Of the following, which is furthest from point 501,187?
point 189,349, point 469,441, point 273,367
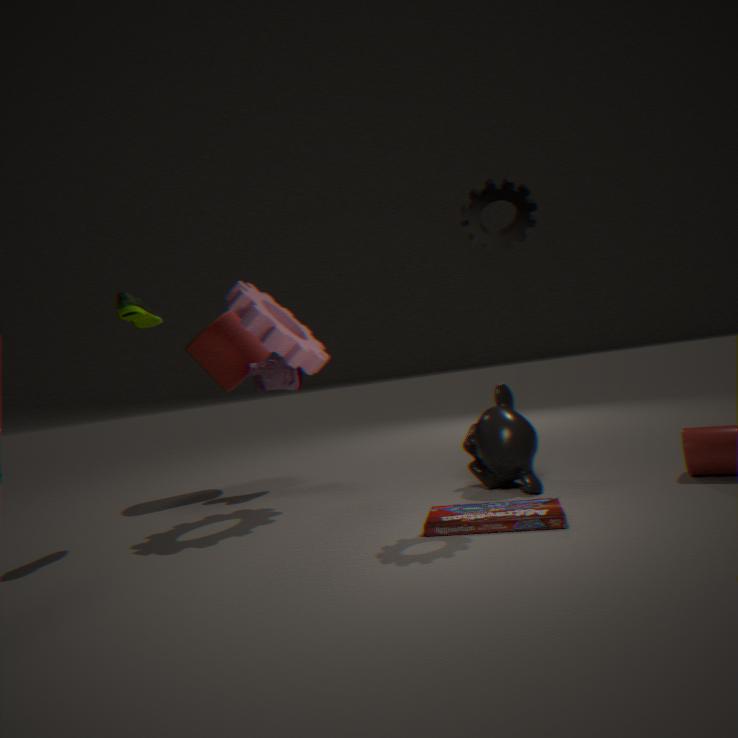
point 189,349
